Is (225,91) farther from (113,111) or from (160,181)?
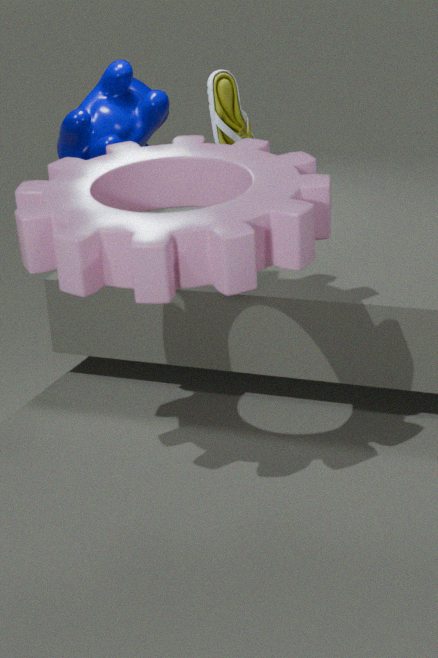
(160,181)
